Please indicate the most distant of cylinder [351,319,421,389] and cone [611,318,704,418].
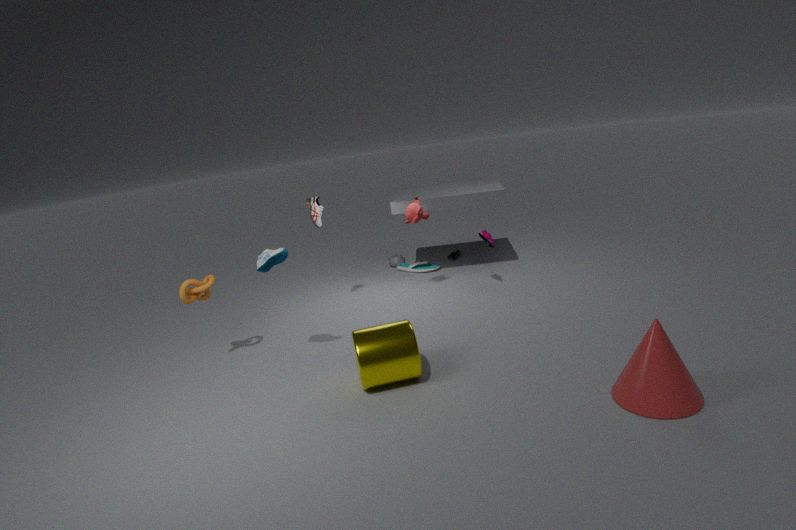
cylinder [351,319,421,389]
